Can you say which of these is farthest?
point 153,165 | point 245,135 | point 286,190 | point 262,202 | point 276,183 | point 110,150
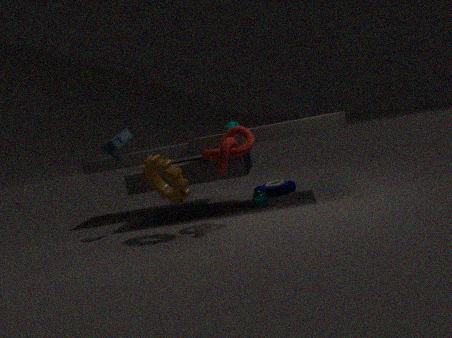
point 276,183
